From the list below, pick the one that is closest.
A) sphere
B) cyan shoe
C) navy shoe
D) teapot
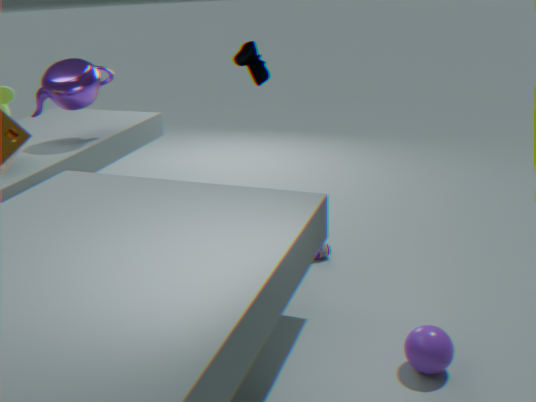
sphere
